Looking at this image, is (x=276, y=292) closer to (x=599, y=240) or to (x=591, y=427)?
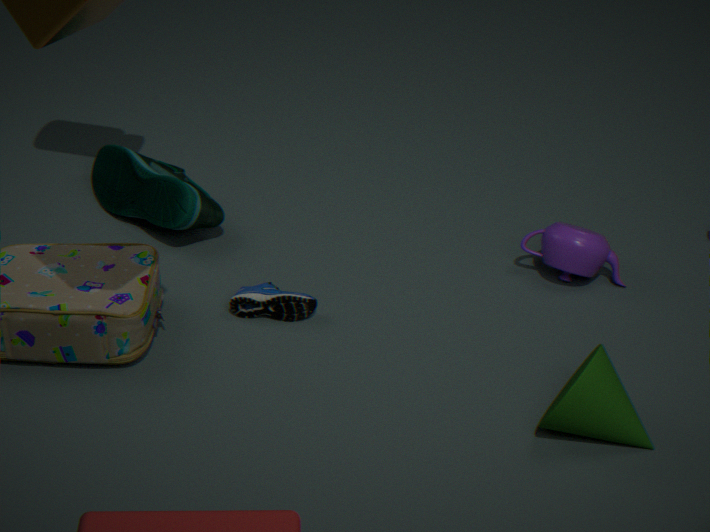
(x=599, y=240)
